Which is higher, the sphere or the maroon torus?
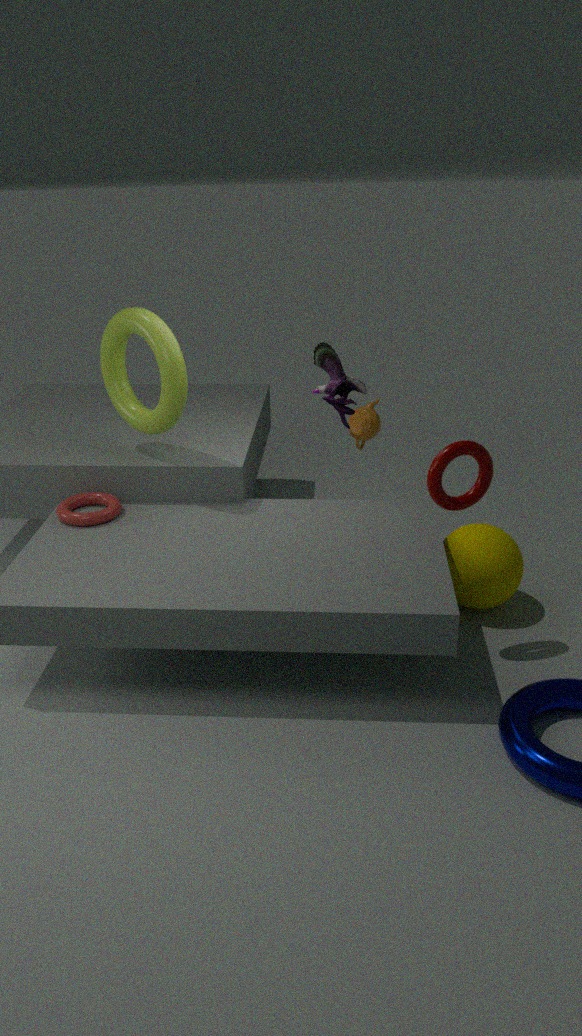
the maroon torus
